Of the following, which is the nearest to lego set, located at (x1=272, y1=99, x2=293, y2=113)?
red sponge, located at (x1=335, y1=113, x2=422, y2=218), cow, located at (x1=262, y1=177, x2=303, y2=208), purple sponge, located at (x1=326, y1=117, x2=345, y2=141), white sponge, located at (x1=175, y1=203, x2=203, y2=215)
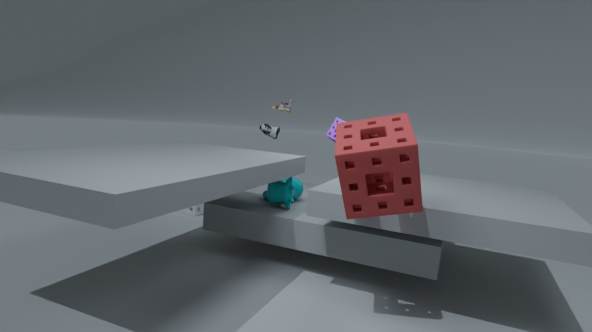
purple sponge, located at (x1=326, y1=117, x2=345, y2=141)
